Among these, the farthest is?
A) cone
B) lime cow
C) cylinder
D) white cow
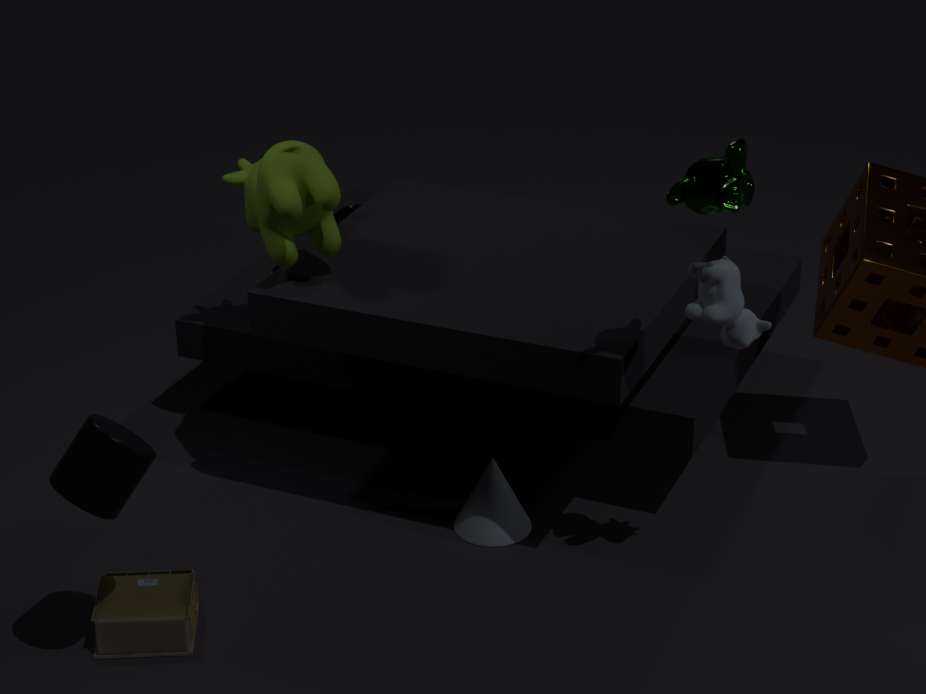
cone
